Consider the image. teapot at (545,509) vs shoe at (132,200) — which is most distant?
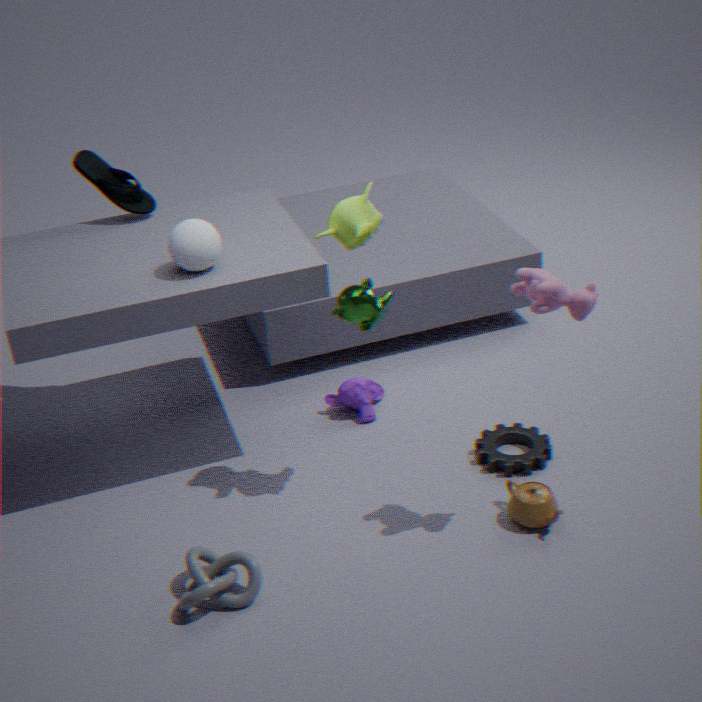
shoe at (132,200)
